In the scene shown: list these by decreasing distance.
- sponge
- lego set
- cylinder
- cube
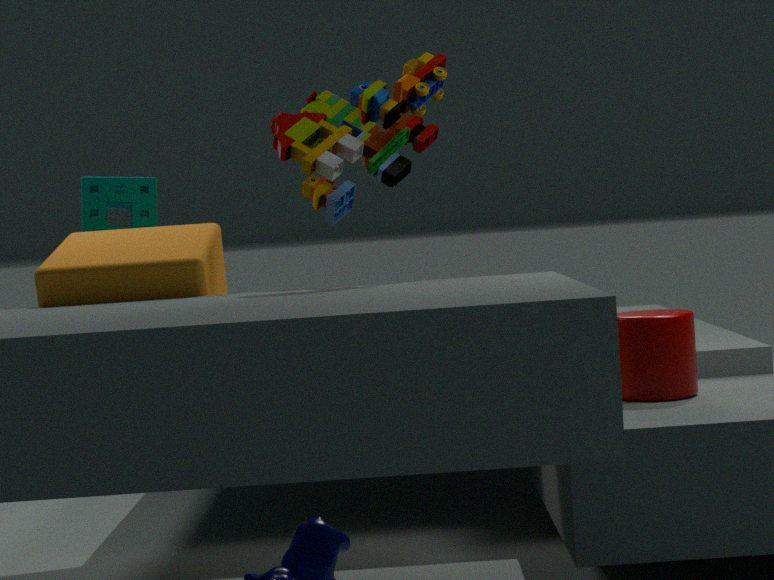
sponge → cube → cylinder → lego set
